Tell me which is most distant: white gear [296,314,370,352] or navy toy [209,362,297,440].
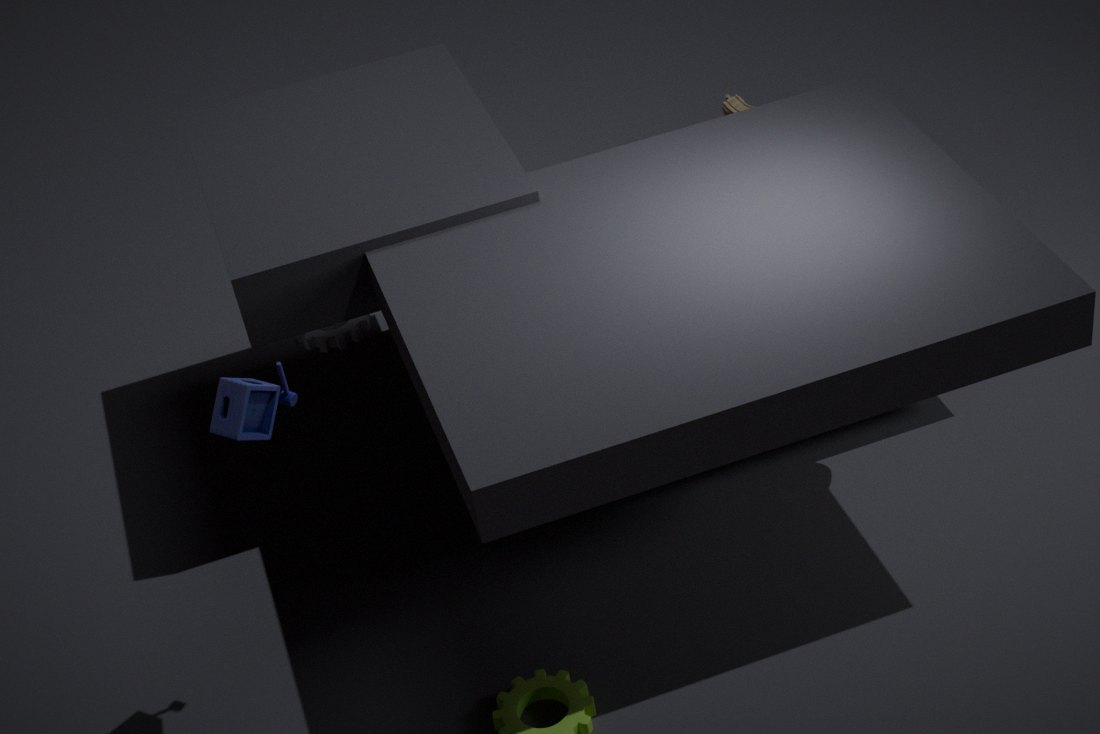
white gear [296,314,370,352]
